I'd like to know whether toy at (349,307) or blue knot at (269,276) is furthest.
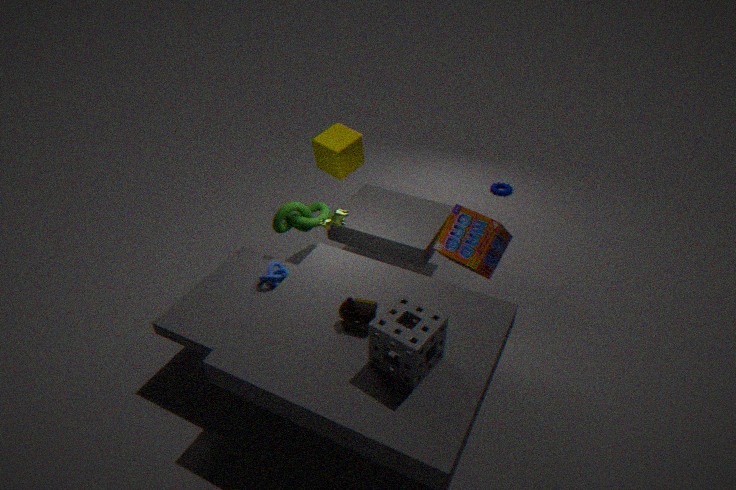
blue knot at (269,276)
